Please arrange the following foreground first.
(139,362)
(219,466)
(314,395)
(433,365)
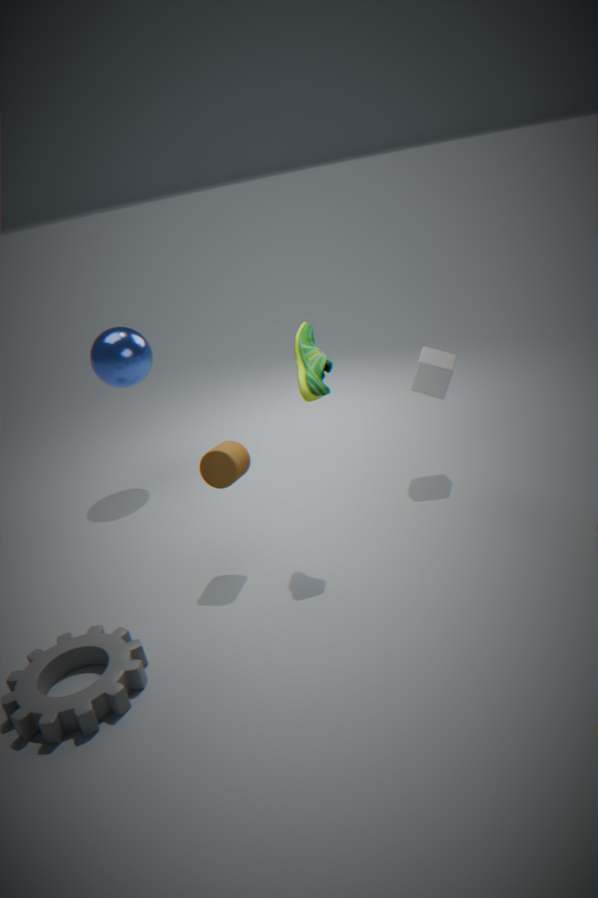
(314,395) < (219,466) < (433,365) < (139,362)
